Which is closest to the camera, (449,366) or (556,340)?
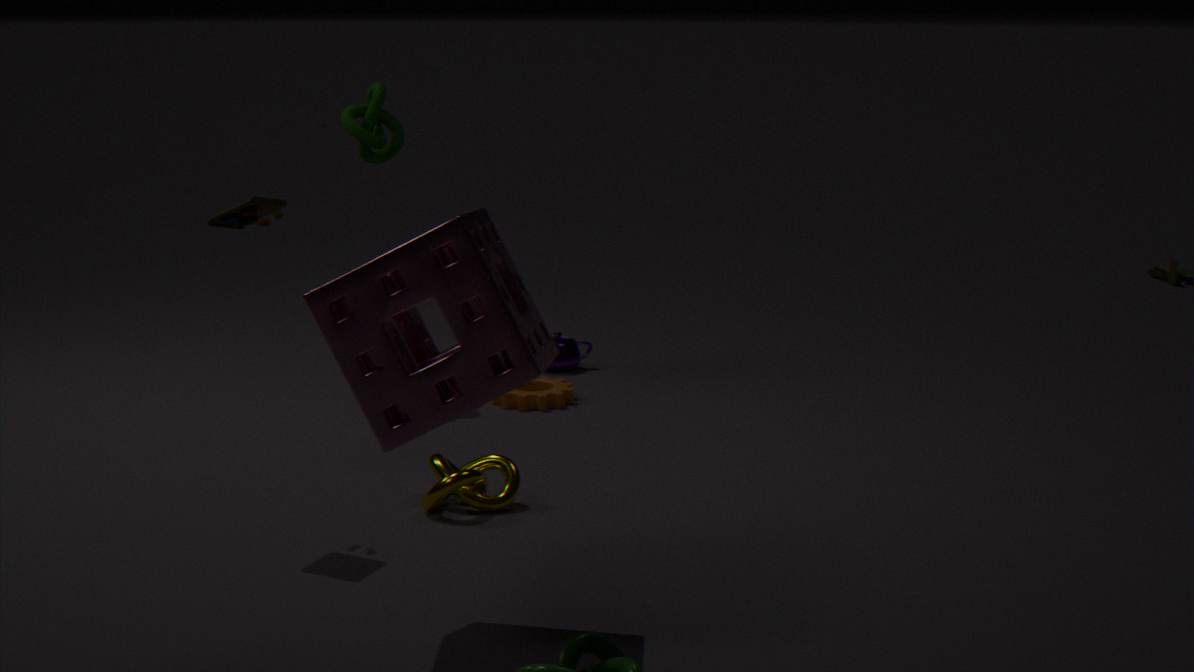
(449,366)
